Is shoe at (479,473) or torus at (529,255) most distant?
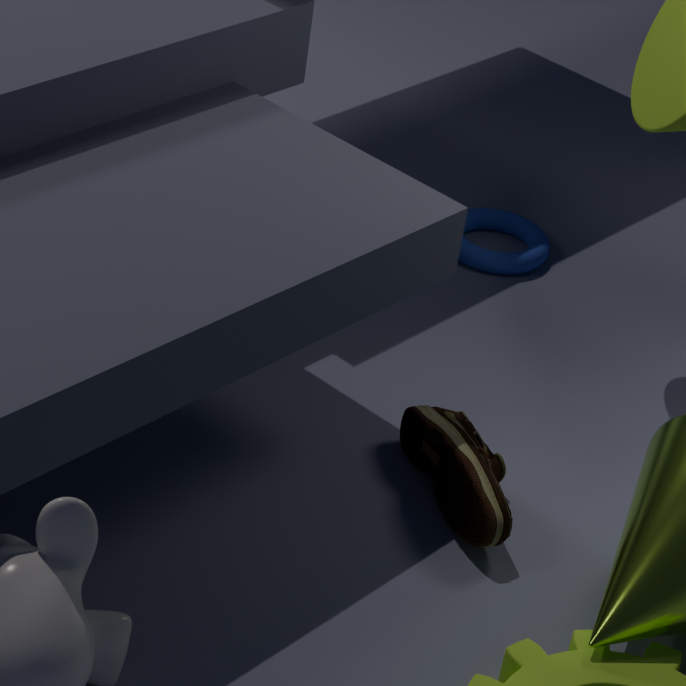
torus at (529,255)
